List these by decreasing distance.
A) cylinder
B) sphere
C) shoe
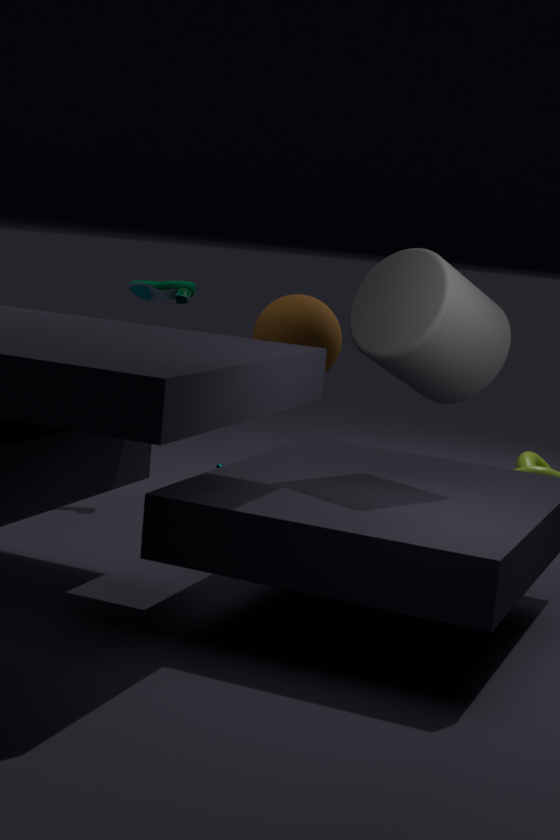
sphere → shoe → cylinder
